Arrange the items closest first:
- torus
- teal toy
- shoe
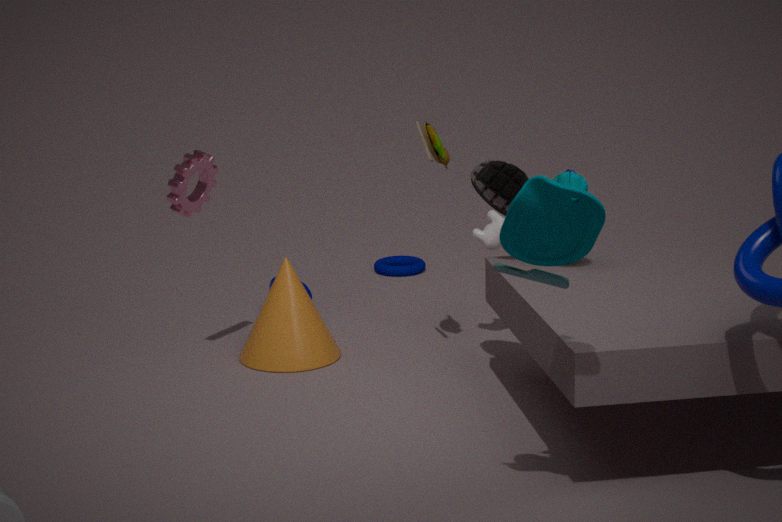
1. teal toy
2. shoe
3. torus
